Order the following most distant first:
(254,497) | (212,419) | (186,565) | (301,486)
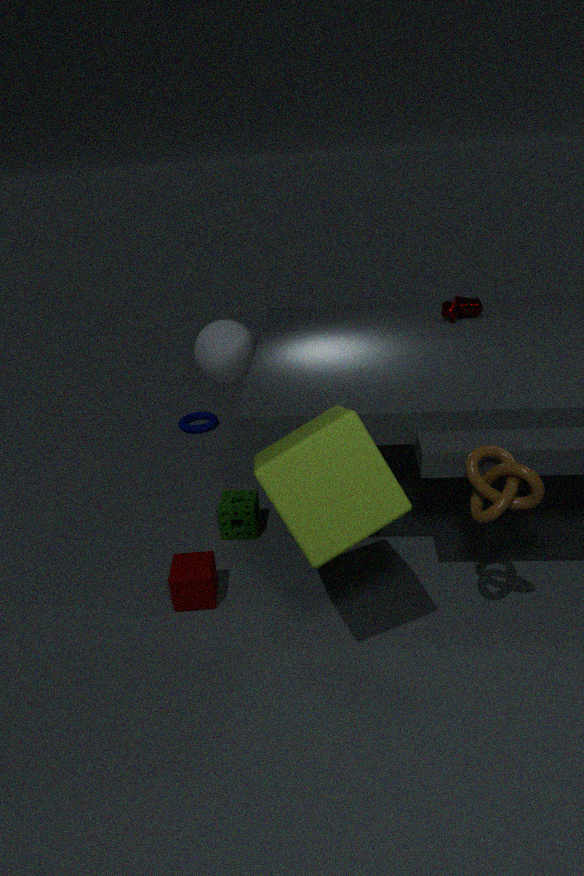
(212,419)
(254,497)
(186,565)
(301,486)
